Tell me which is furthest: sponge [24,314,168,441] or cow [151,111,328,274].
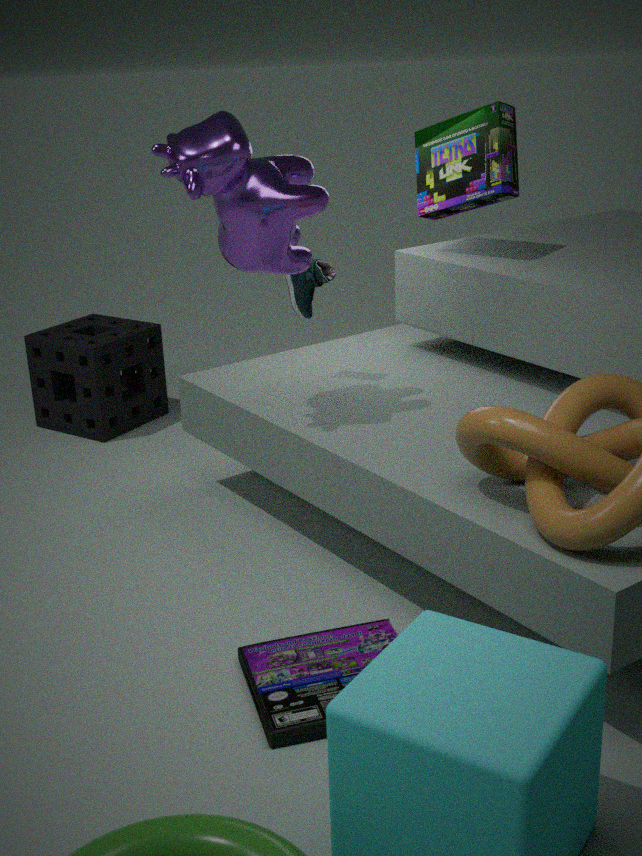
sponge [24,314,168,441]
